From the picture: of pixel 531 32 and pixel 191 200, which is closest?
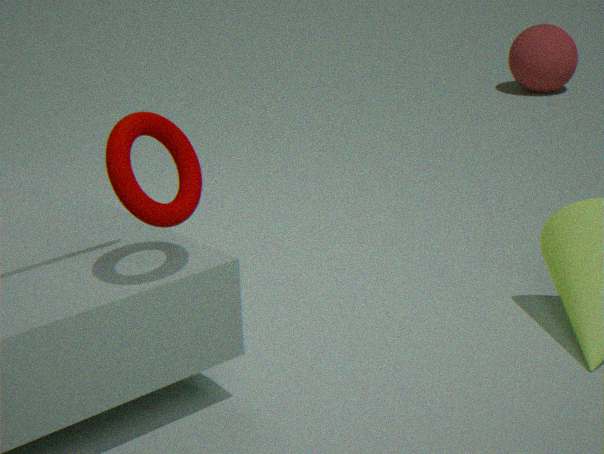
pixel 191 200
